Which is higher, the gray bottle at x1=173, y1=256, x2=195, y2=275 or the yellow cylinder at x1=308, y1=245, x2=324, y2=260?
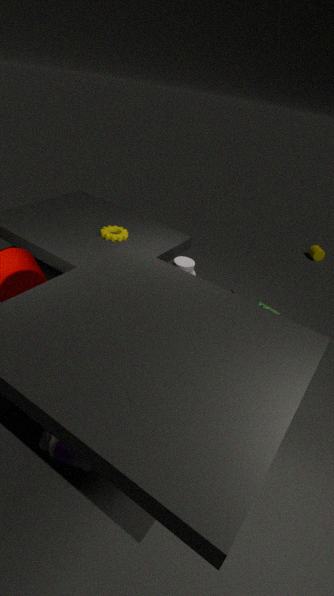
the gray bottle at x1=173, y1=256, x2=195, y2=275
